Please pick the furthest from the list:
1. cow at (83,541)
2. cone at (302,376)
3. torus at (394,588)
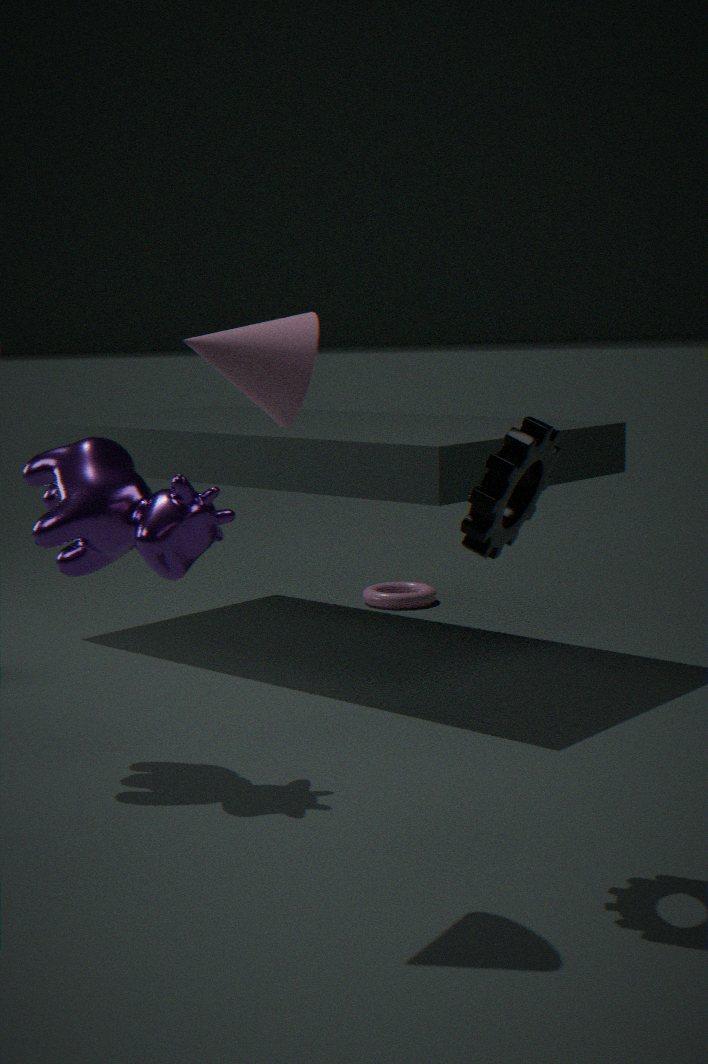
torus at (394,588)
